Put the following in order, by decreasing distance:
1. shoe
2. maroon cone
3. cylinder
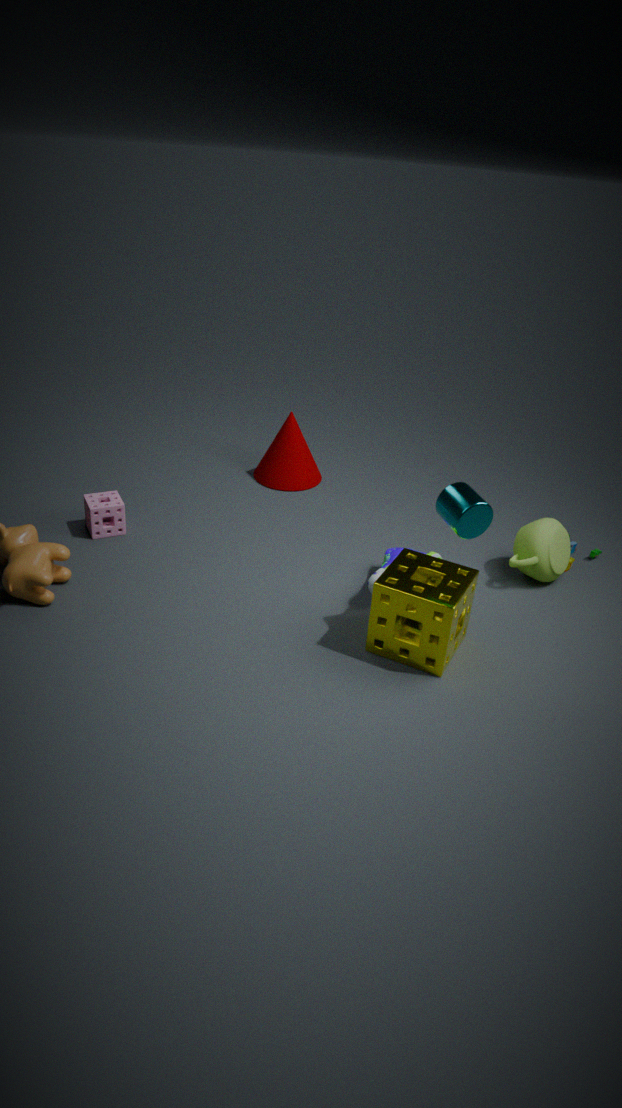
maroon cone, shoe, cylinder
